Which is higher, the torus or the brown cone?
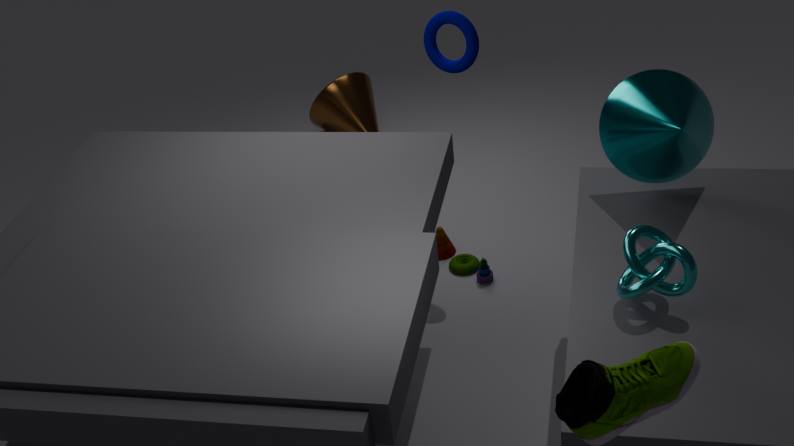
the torus
